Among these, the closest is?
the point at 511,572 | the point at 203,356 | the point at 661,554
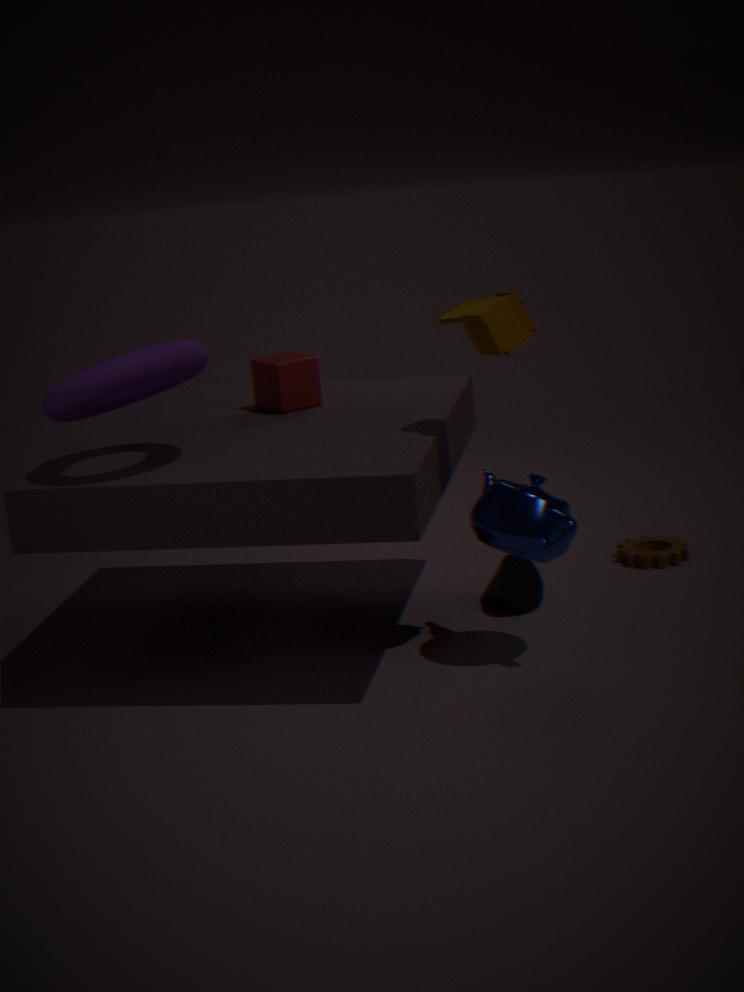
the point at 203,356
